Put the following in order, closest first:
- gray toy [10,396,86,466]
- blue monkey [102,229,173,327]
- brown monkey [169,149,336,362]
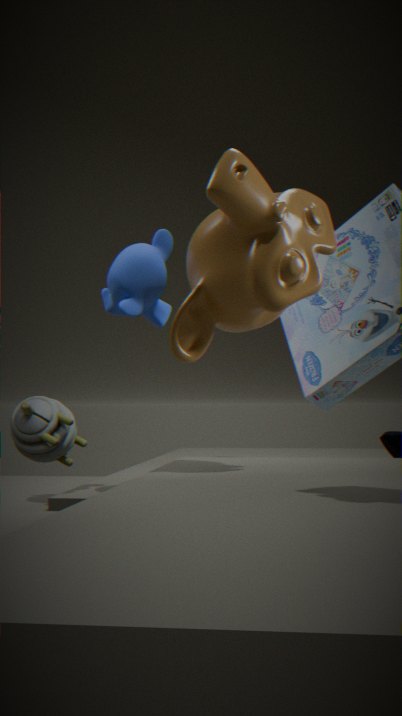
brown monkey [169,149,336,362] → blue monkey [102,229,173,327] → gray toy [10,396,86,466]
